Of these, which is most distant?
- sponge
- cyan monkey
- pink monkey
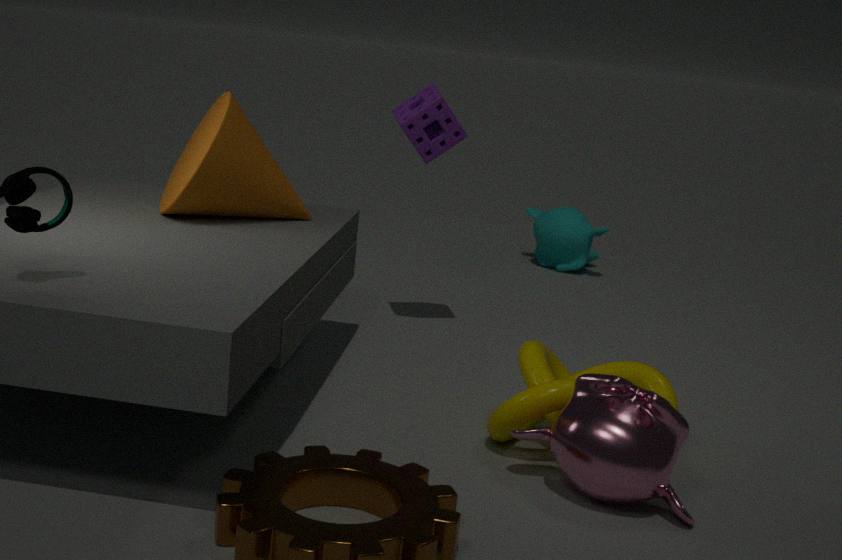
cyan monkey
